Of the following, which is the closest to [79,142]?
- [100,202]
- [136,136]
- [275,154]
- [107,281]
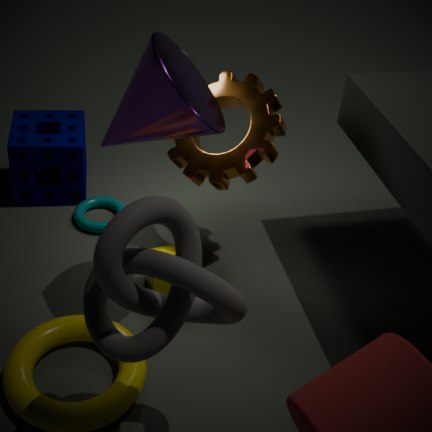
[100,202]
